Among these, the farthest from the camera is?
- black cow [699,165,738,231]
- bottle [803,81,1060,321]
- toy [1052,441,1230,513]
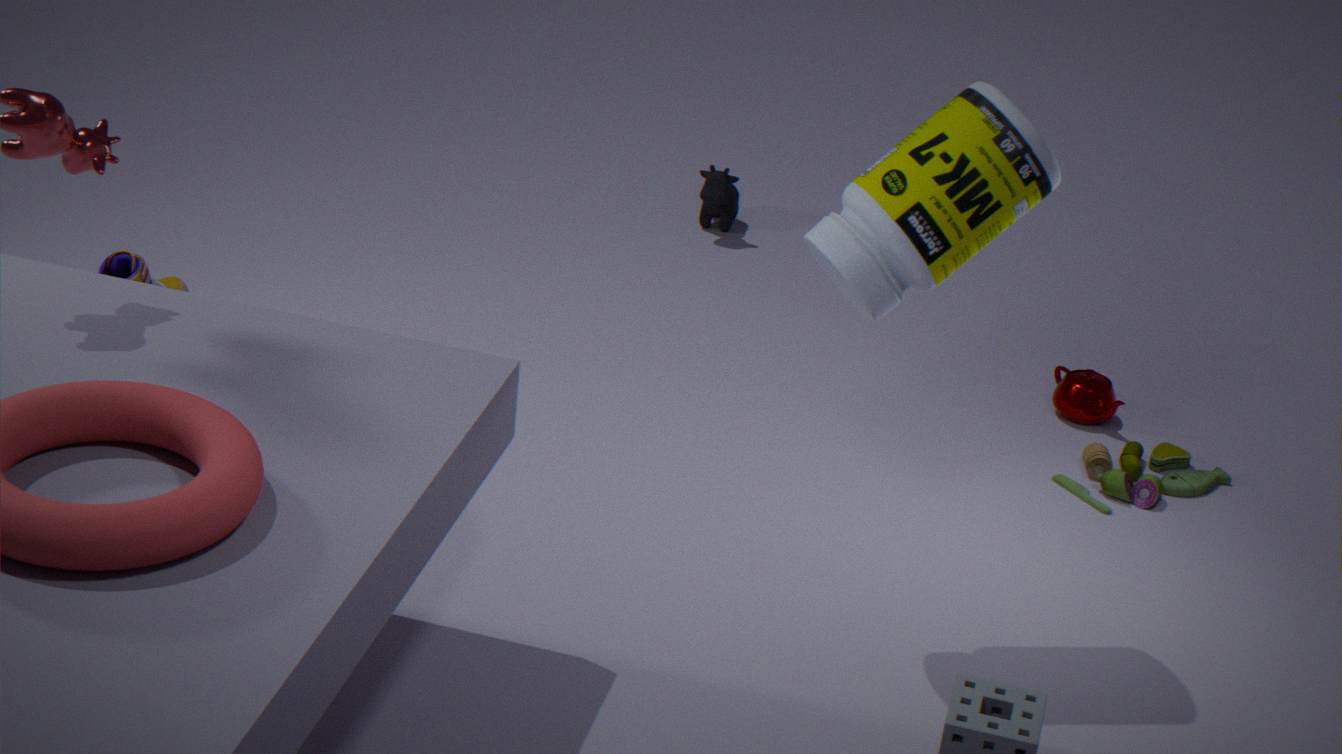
black cow [699,165,738,231]
